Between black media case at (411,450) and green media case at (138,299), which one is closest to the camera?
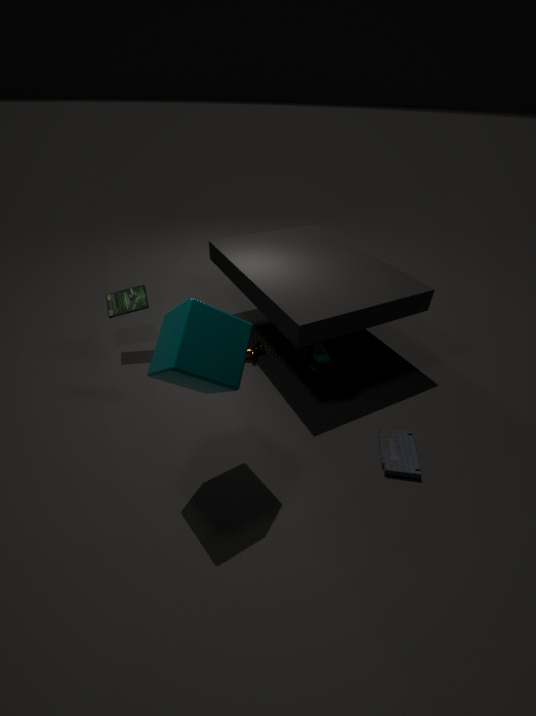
black media case at (411,450)
